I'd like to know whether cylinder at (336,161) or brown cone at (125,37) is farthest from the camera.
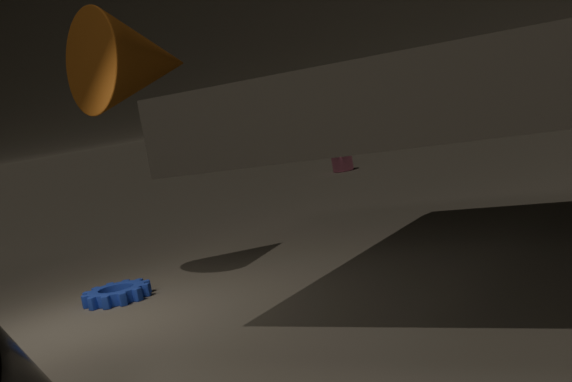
cylinder at (336,161)
